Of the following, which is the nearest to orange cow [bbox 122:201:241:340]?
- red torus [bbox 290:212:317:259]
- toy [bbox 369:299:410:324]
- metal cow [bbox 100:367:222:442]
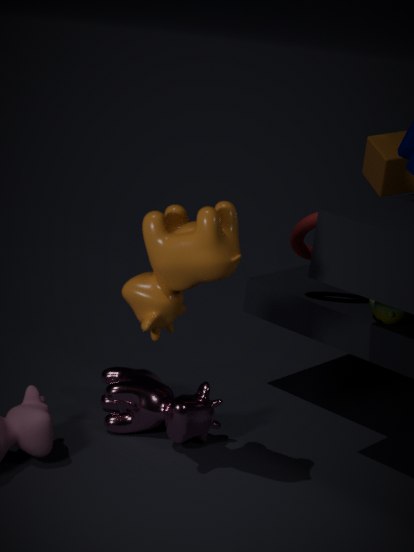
metal cow [bbox 100:367:222:442]
